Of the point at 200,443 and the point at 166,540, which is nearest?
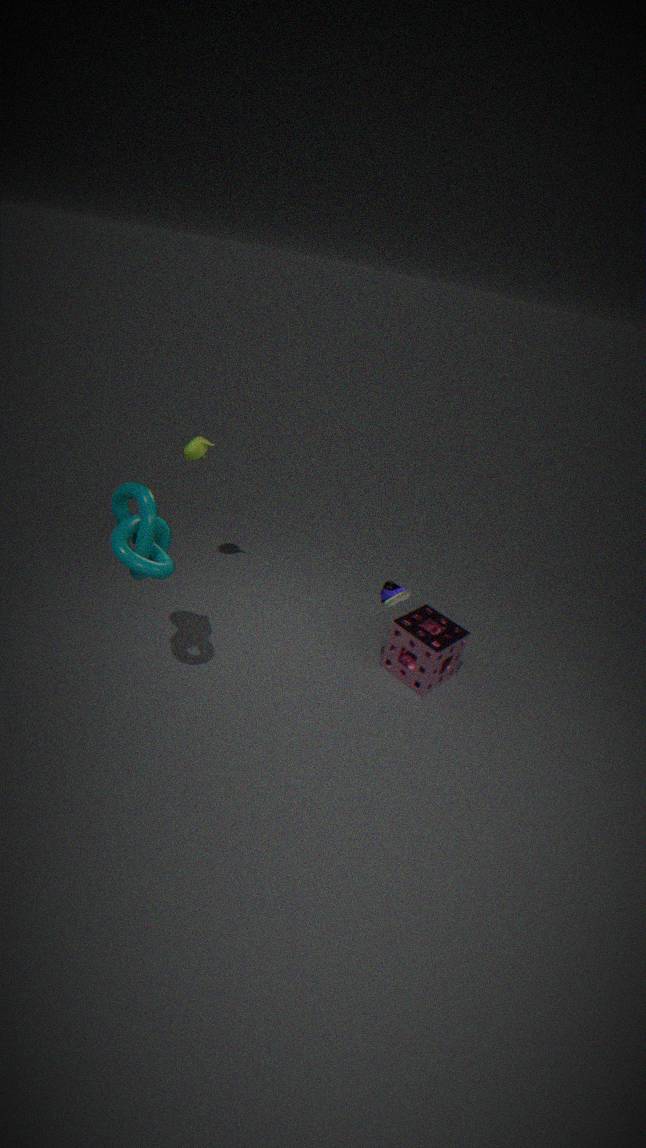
the point at 166,540
